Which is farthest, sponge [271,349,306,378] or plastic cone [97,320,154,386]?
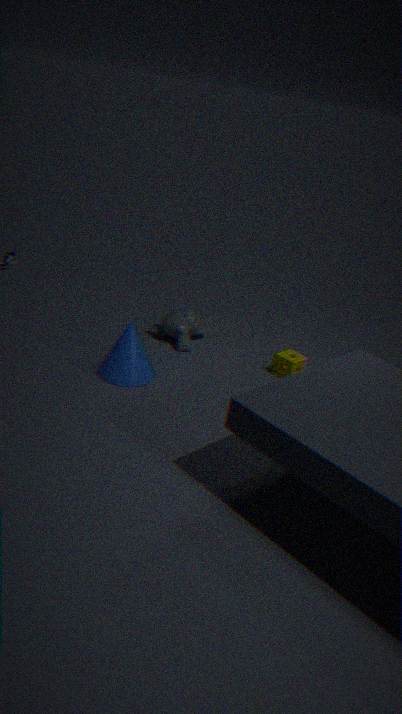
sponge [271,349,306,378]
